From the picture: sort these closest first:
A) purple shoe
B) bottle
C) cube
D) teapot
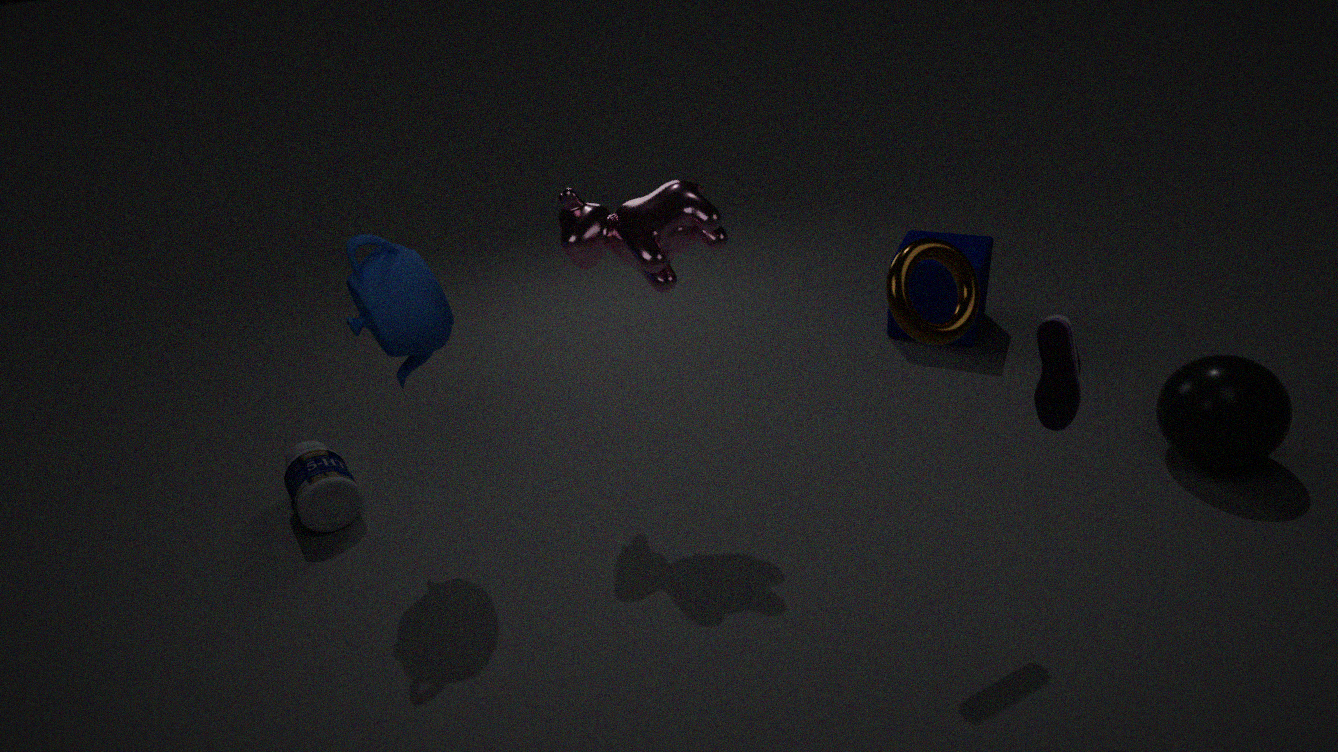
purple shoe < teapot < bottle < cube
